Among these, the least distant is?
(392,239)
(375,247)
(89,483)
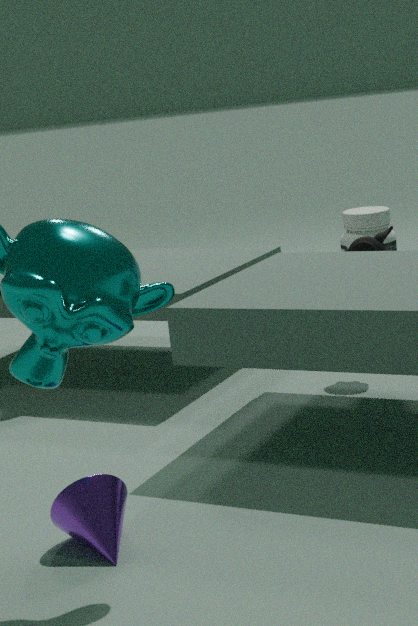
(89,483)
